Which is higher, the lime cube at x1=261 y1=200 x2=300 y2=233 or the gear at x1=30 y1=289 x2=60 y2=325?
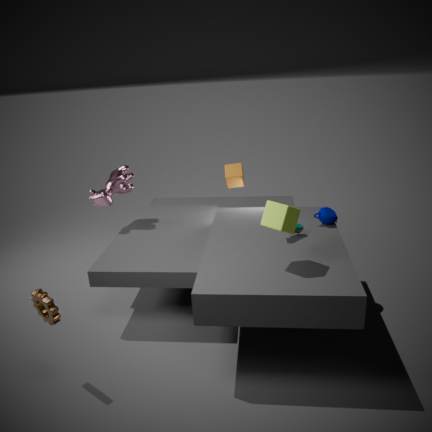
the lime cube at x1=261 y1=200 x2=300 y2=233
